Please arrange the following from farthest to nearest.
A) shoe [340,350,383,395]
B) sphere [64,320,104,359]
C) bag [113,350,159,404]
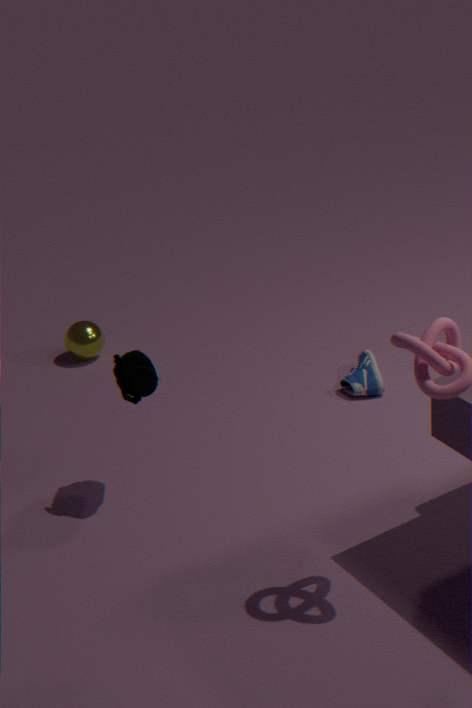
sphere [64,320,104,359]
shoe [340,350,383,395]
bag [113,350,159,404]
